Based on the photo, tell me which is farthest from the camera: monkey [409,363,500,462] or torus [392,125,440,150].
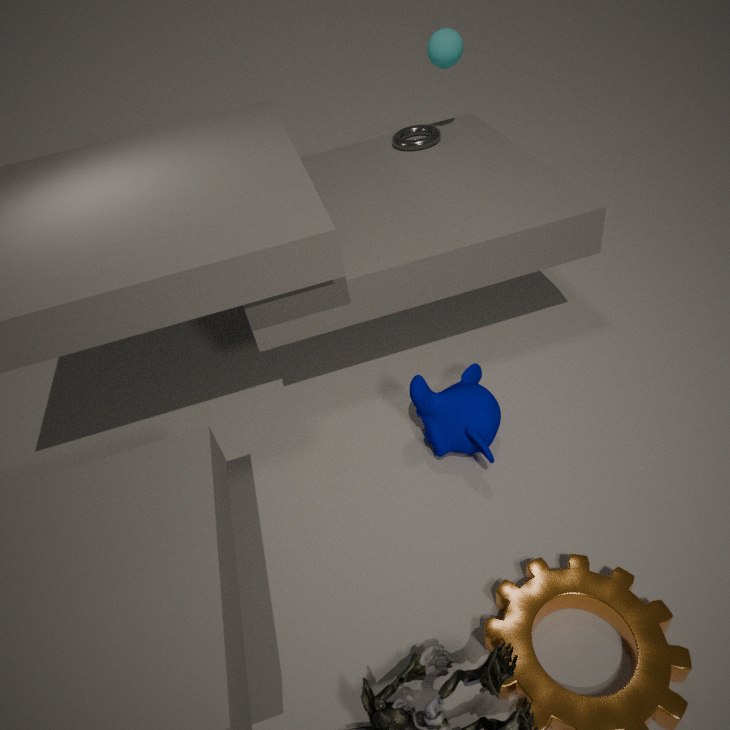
torus [392,125,440,150]
